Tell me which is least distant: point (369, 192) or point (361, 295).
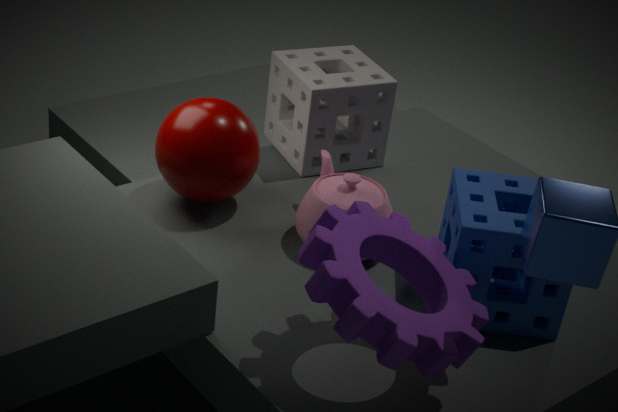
point (361, 295)
